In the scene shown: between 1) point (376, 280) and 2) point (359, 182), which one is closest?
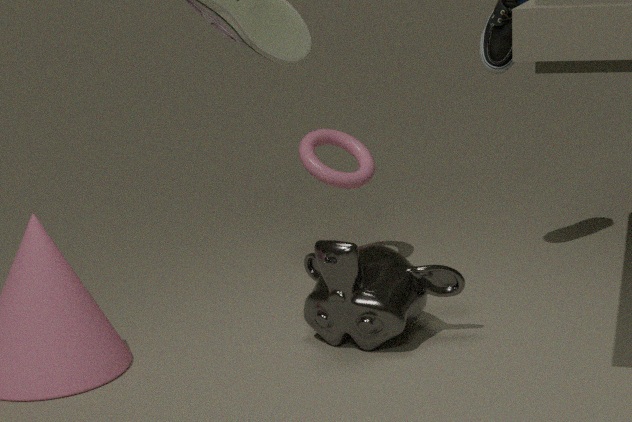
1. point (376, 280)
